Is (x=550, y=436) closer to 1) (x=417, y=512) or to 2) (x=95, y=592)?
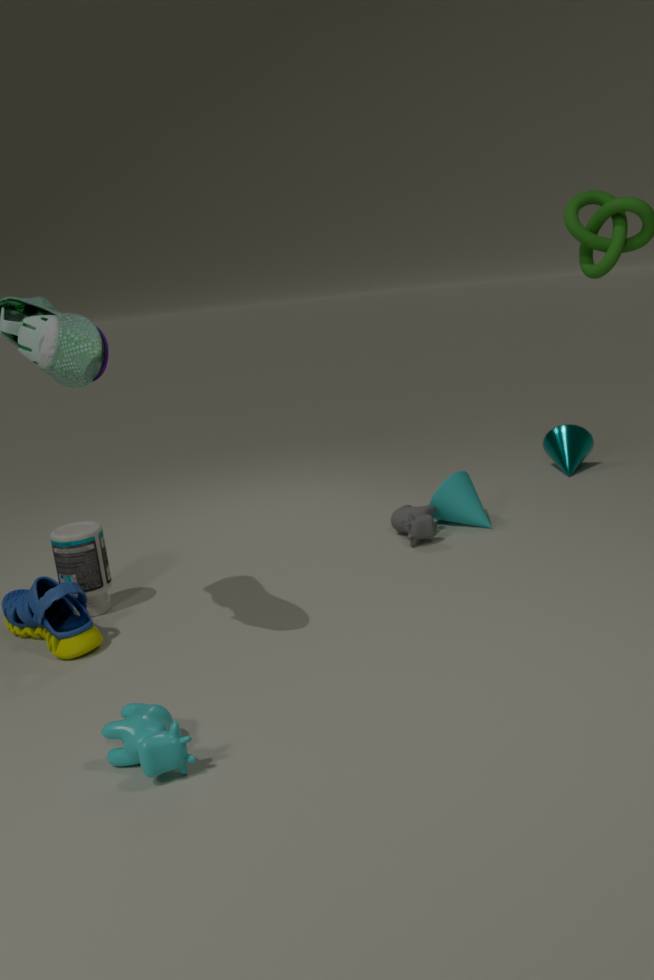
1) (x=417, y=512)
